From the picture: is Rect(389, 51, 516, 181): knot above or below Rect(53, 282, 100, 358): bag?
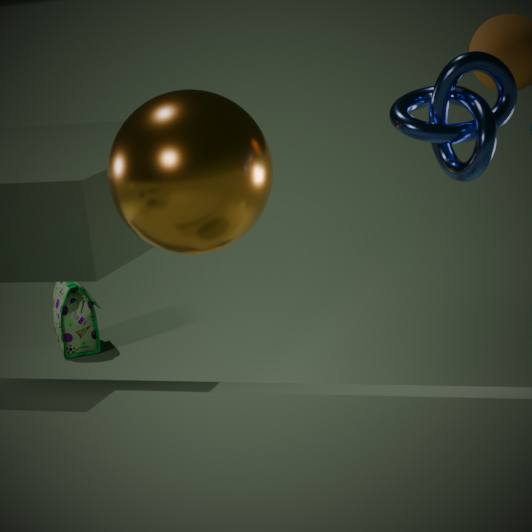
above
